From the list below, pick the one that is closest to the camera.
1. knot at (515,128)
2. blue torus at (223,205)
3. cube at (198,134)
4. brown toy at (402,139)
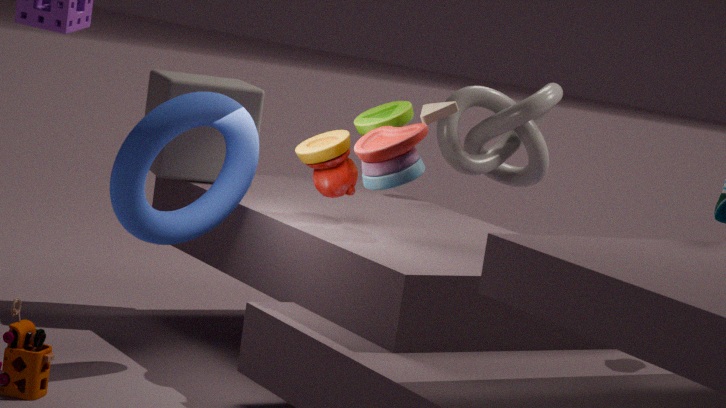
blue torus at (223,205)
